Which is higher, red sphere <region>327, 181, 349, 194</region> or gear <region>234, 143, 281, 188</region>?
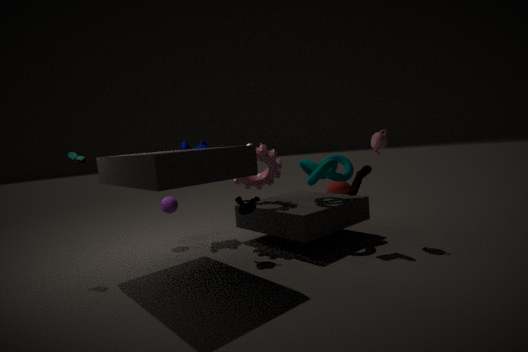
gear <region>234, 143, 281, 188</region>
